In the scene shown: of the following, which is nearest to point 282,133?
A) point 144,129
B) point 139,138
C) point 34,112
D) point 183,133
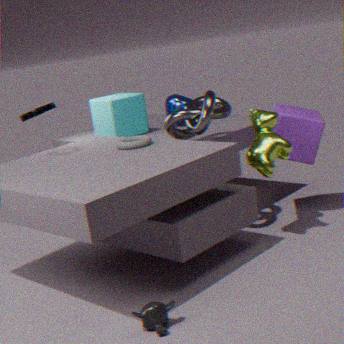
point 183,133
